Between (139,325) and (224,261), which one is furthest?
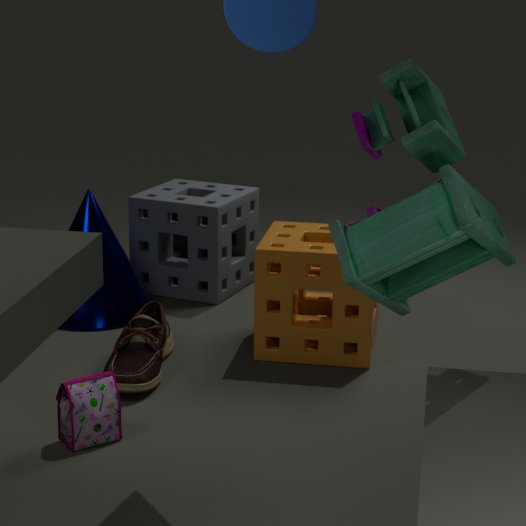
(224,261)
